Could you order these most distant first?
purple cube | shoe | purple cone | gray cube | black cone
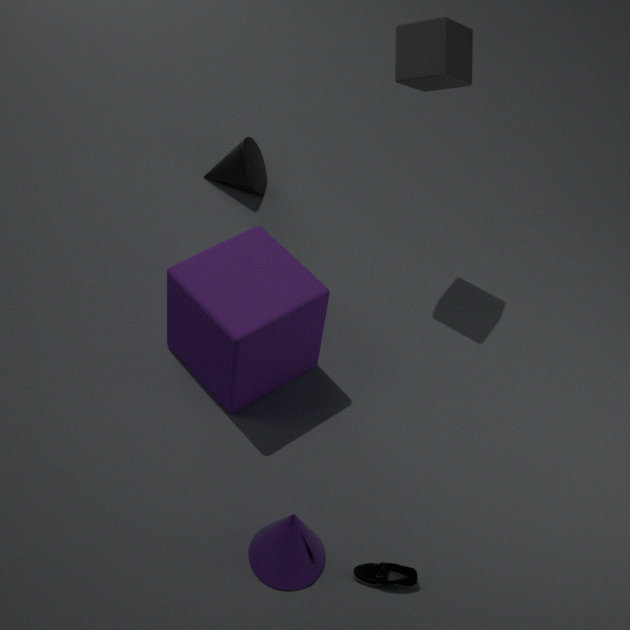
black cone, gray cube, purple cube, shoe, purple cone
